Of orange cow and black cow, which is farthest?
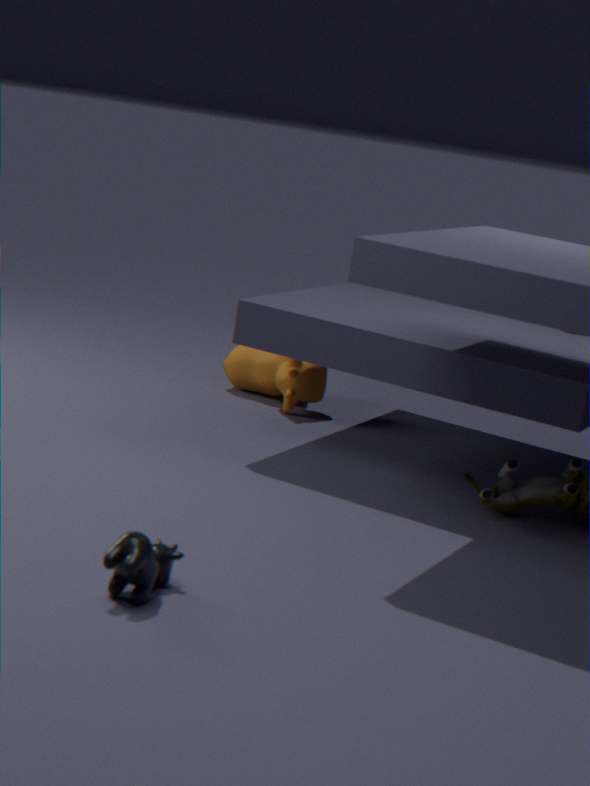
orange cow
